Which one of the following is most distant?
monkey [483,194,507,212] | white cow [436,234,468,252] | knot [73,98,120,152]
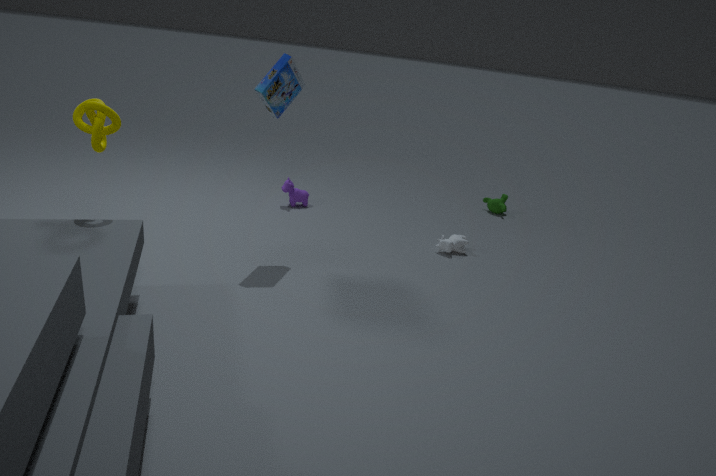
monkey [483,194,507,212]
